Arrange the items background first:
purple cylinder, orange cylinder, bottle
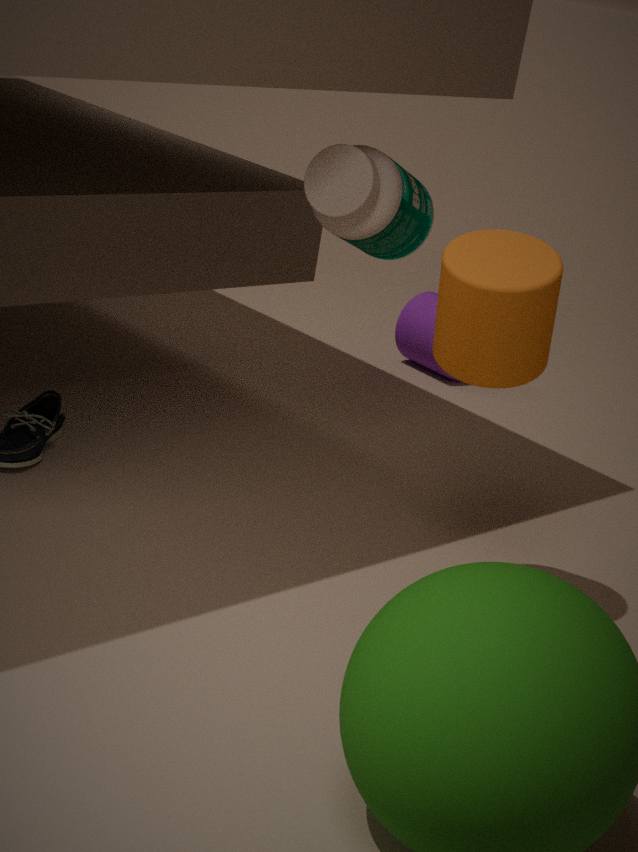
purple cylinder
bottle
orange cylinder
